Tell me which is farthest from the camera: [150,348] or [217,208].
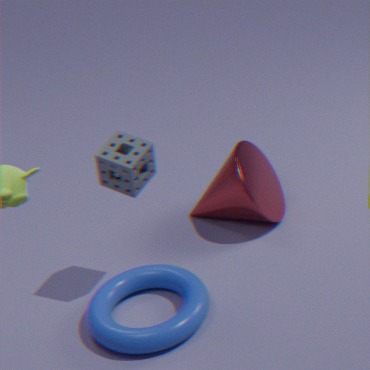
[217,208]
